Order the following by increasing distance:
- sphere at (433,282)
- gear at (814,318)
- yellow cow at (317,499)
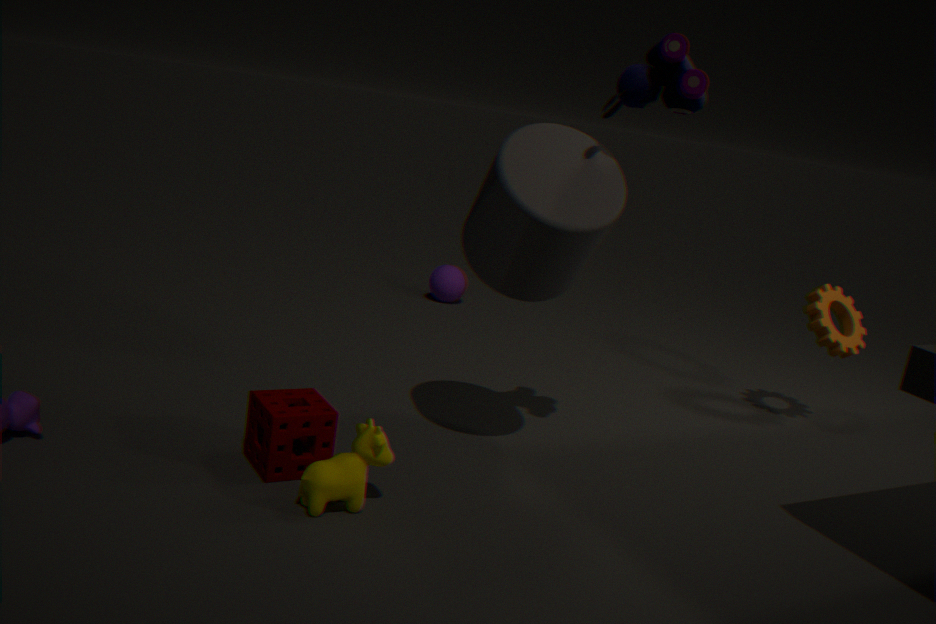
1. yellow cow at (317,499)
2. gear at (814,318)
3. sphere at (433,282)
